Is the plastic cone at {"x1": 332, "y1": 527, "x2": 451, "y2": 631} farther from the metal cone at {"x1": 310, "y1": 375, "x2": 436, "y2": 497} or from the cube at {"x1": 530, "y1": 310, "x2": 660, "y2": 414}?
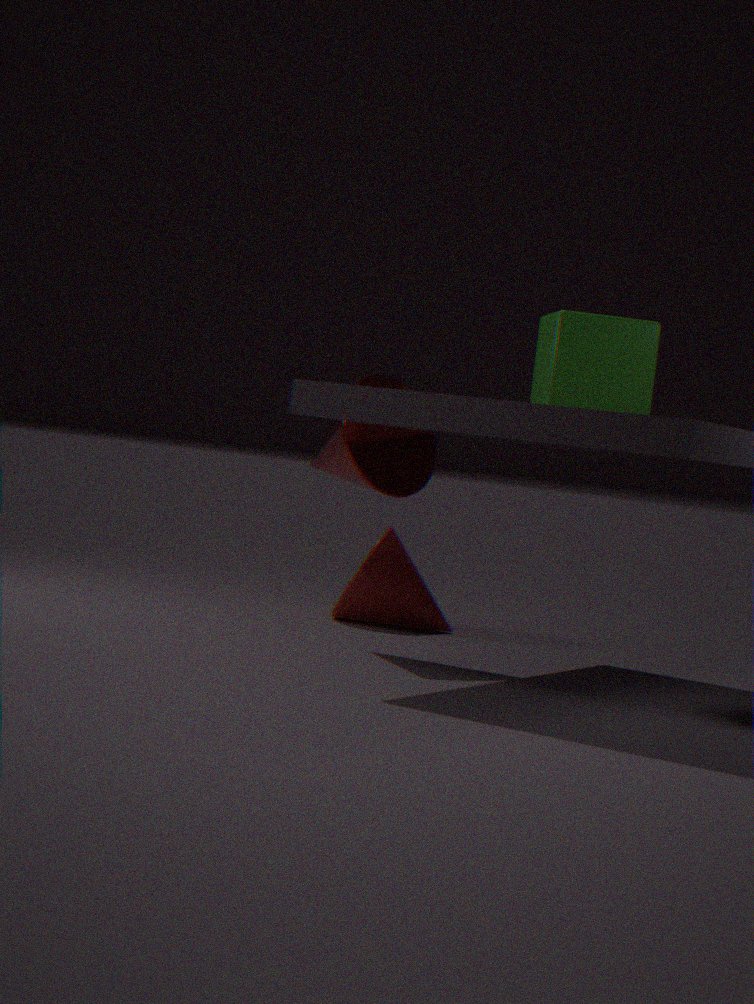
the cube at {"x1": 530, "y1": 310, "x2": 660, "y2": 414}
